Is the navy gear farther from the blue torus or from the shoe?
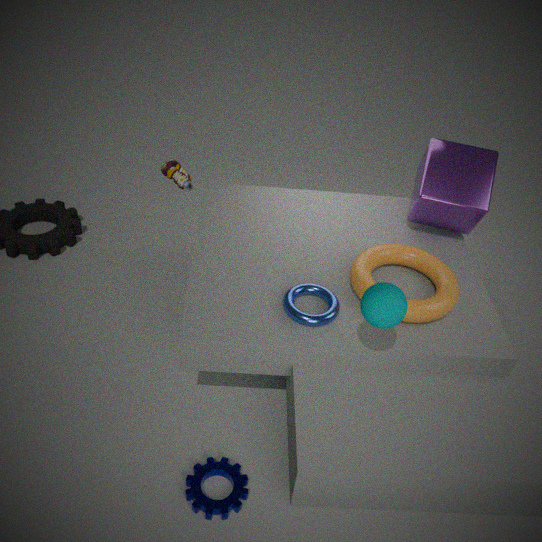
the shoe
